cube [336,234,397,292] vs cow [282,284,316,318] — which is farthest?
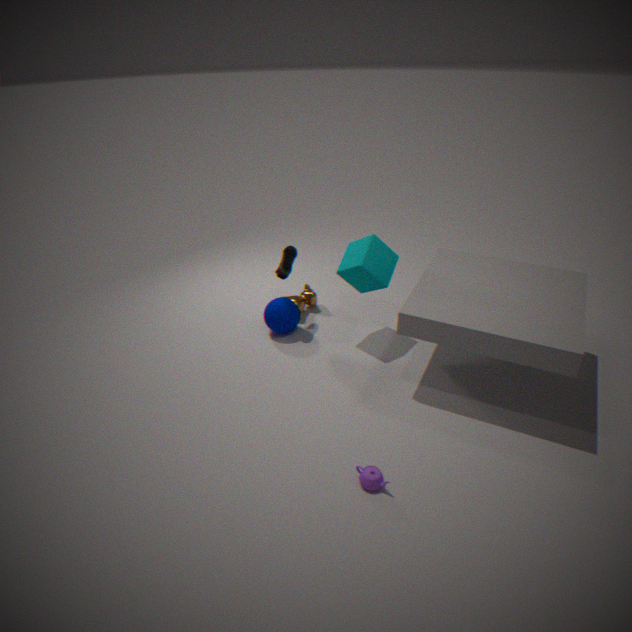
cow [282,284,316,318]
